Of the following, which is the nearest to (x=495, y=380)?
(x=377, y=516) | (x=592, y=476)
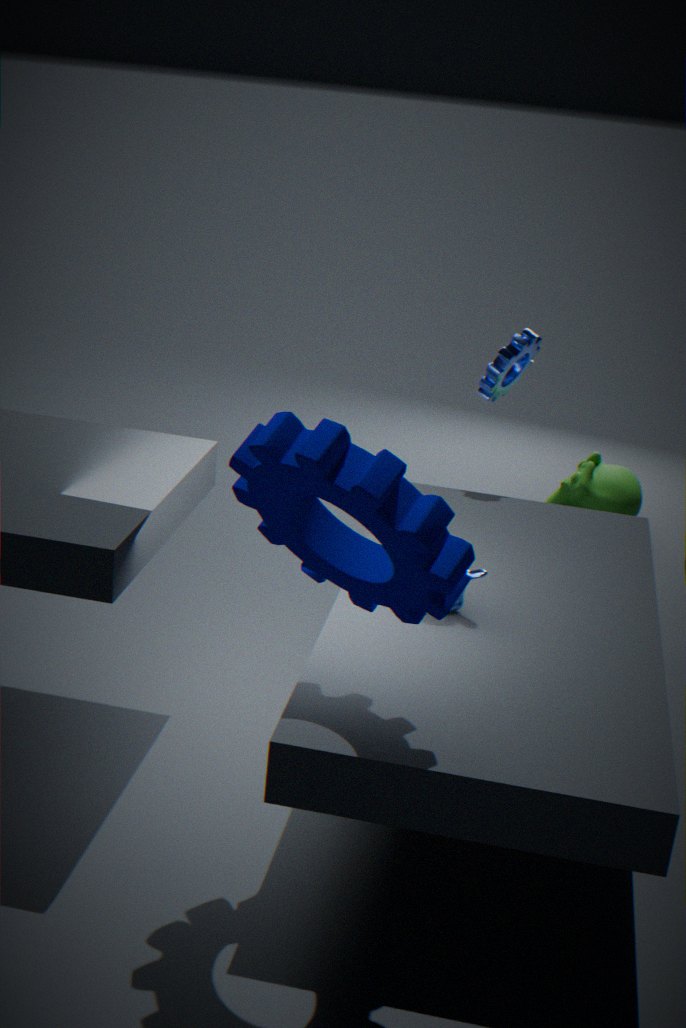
(x=592, y=476)
